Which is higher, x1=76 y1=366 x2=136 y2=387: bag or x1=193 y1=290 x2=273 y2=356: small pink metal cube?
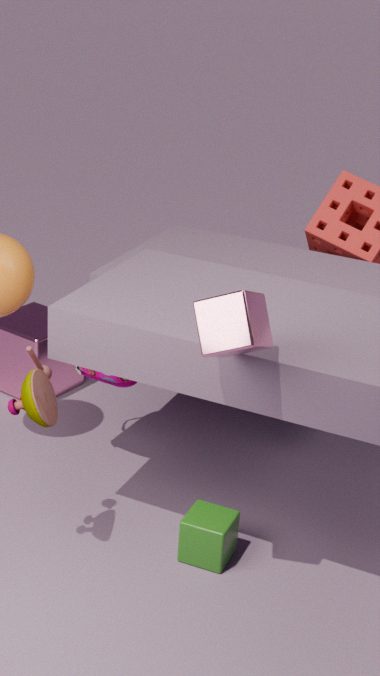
x1=193 y1=290 x2=273 y2=356: small pink metal cube
